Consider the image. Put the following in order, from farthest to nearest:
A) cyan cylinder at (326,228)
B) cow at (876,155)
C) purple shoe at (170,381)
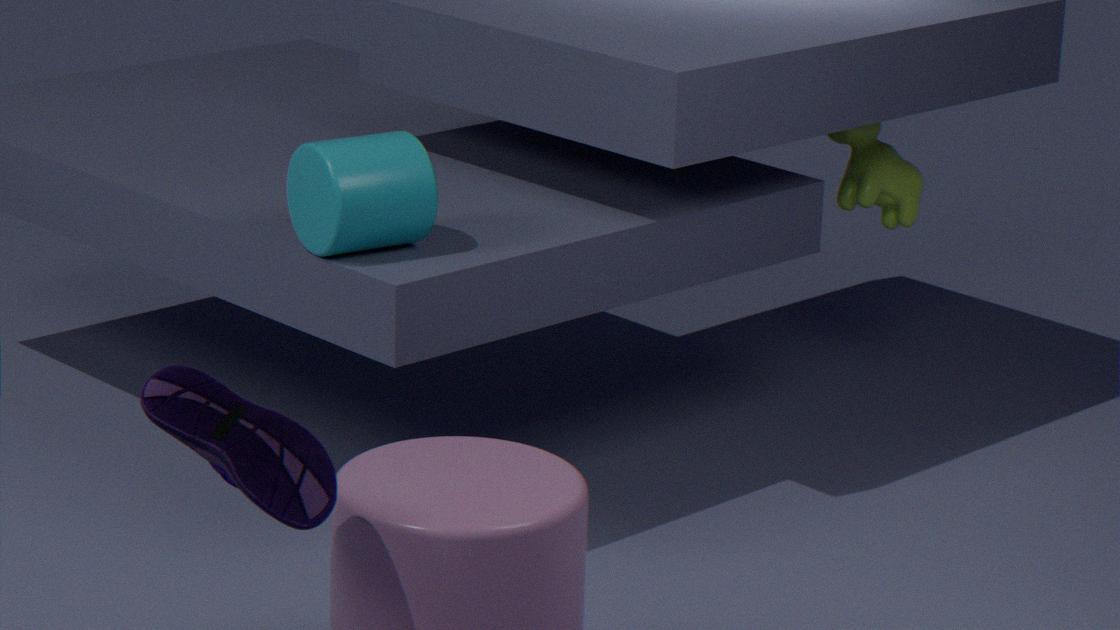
cow at (876,155) → cyan cylinder at (326,228) → purple shoe at (170,381)
